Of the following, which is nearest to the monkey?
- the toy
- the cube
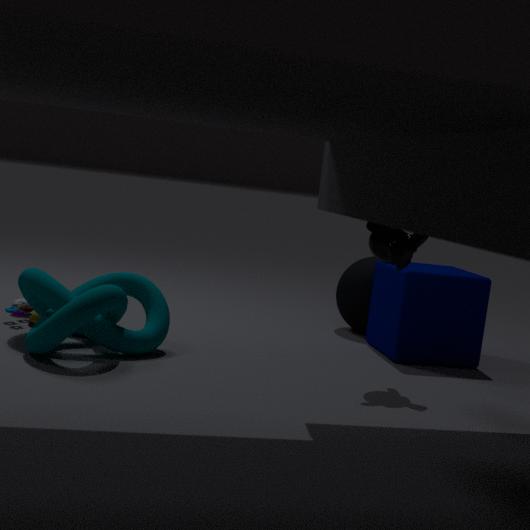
the cube
